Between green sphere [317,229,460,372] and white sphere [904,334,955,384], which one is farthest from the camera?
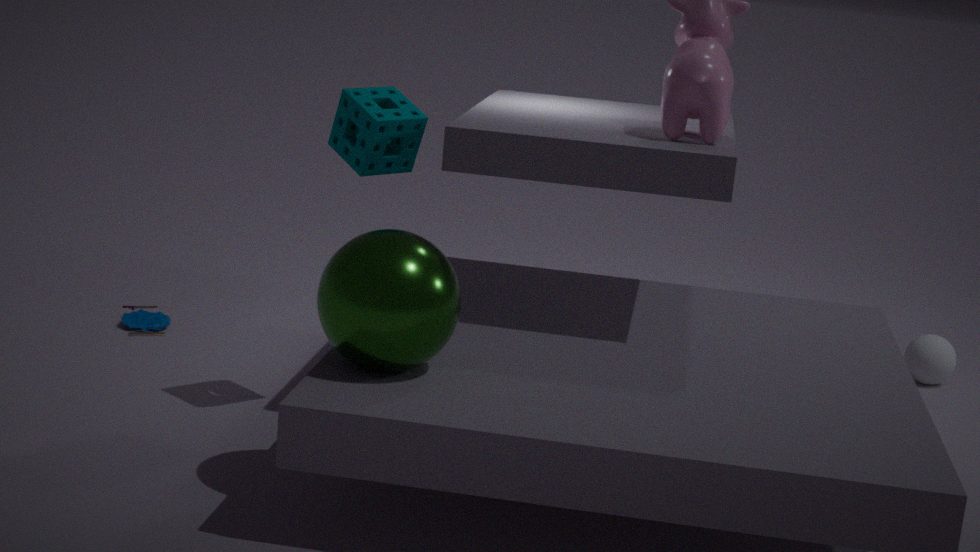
white sphere [904,334,955,384]
